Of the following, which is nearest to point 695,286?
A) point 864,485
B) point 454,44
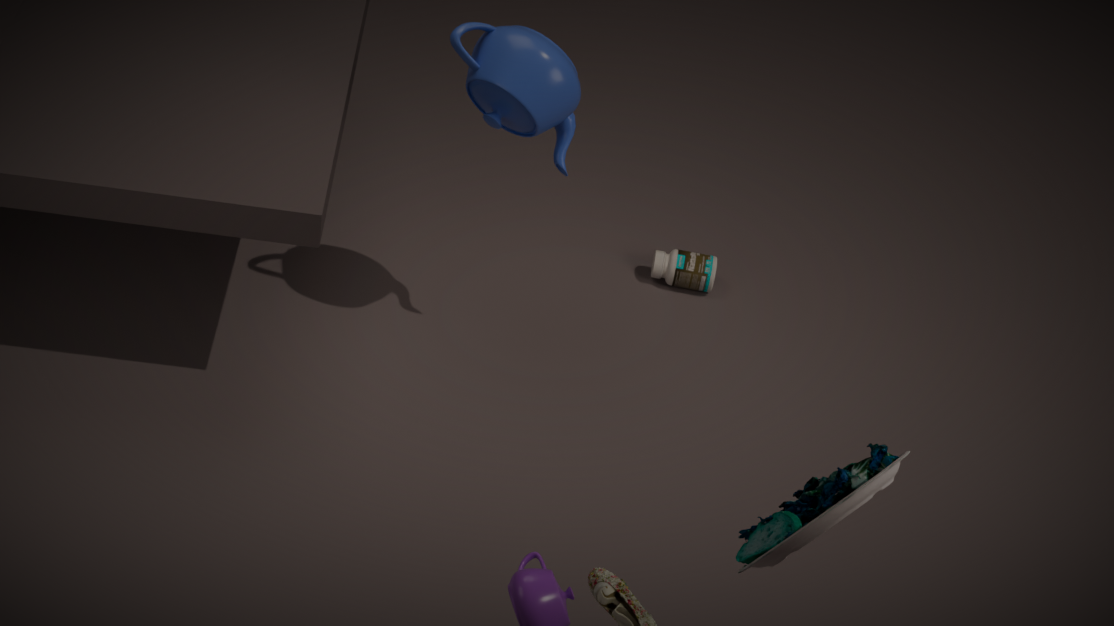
point 454,44
